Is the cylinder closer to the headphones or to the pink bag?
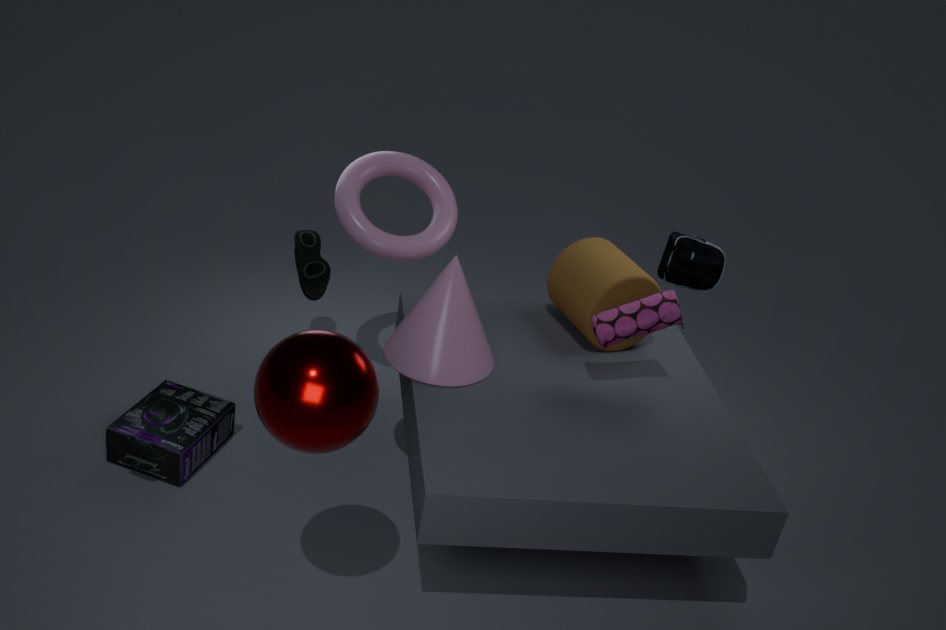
the pink bag
